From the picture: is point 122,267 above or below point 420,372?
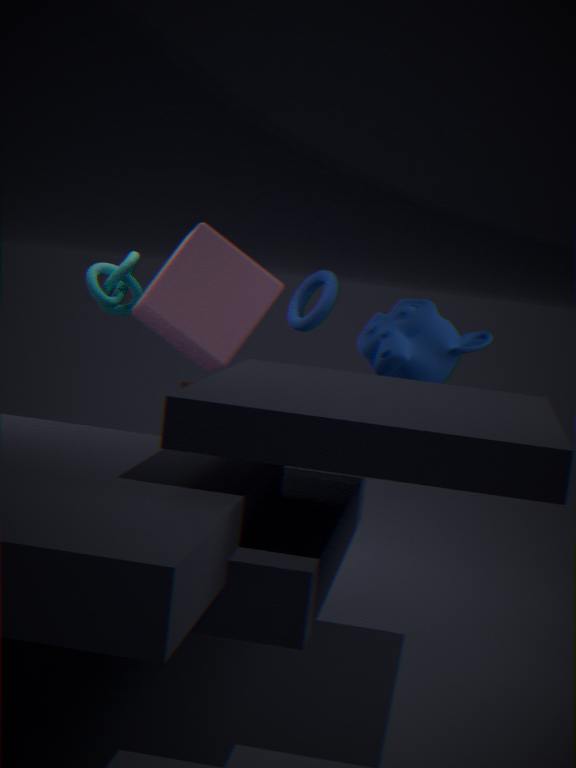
above
